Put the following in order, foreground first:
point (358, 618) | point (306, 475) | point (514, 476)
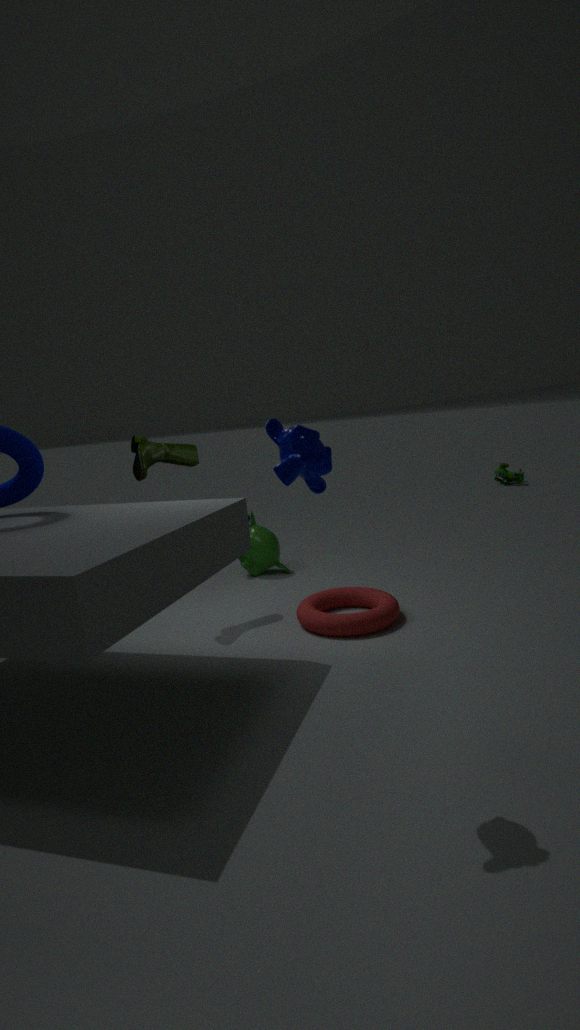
point (306, 475), point (358, 618), point (514, 476)
